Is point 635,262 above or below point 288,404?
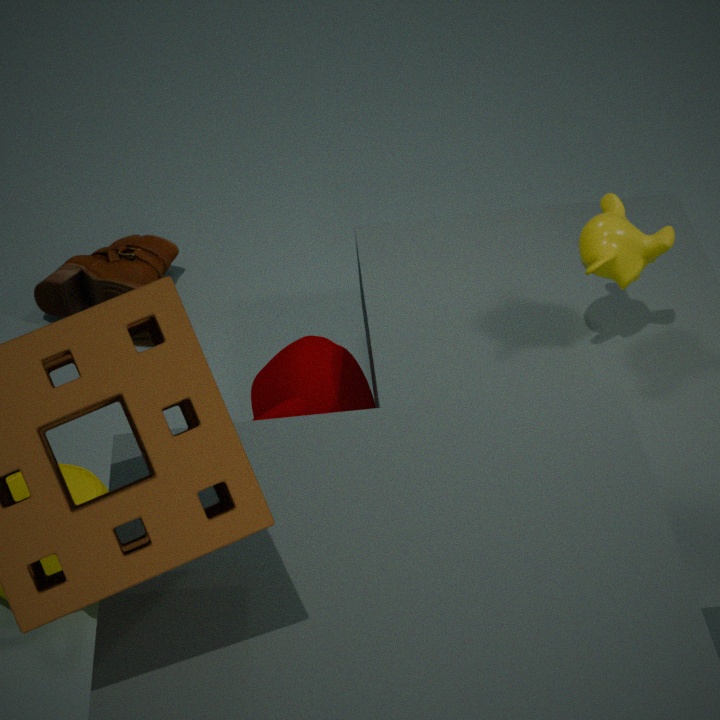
above
